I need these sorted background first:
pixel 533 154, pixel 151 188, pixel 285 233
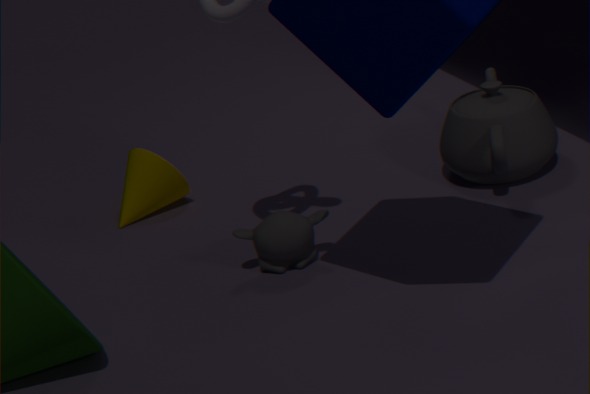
pixel 151 188, pixel 533 154, pixel 285 233
